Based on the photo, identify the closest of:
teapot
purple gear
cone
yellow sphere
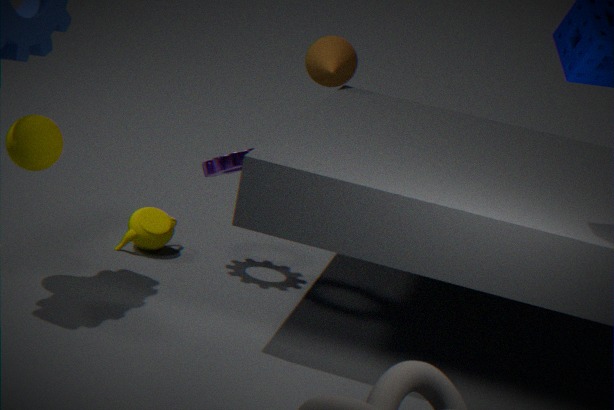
yellow sphere
